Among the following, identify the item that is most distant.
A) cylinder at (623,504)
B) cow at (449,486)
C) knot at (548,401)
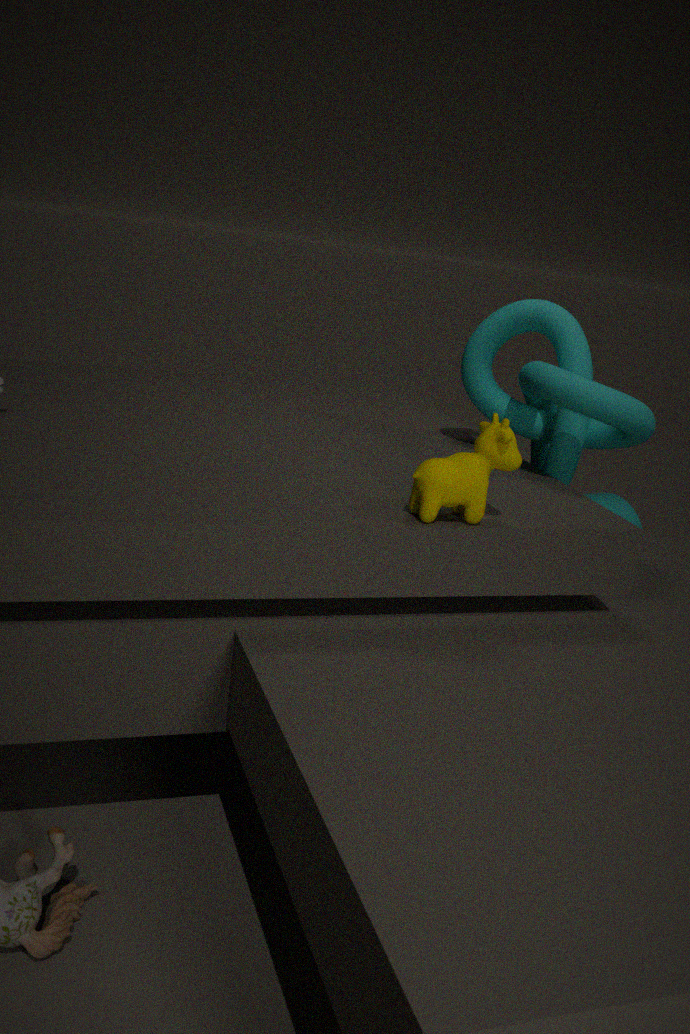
cylinder at (623,504)
